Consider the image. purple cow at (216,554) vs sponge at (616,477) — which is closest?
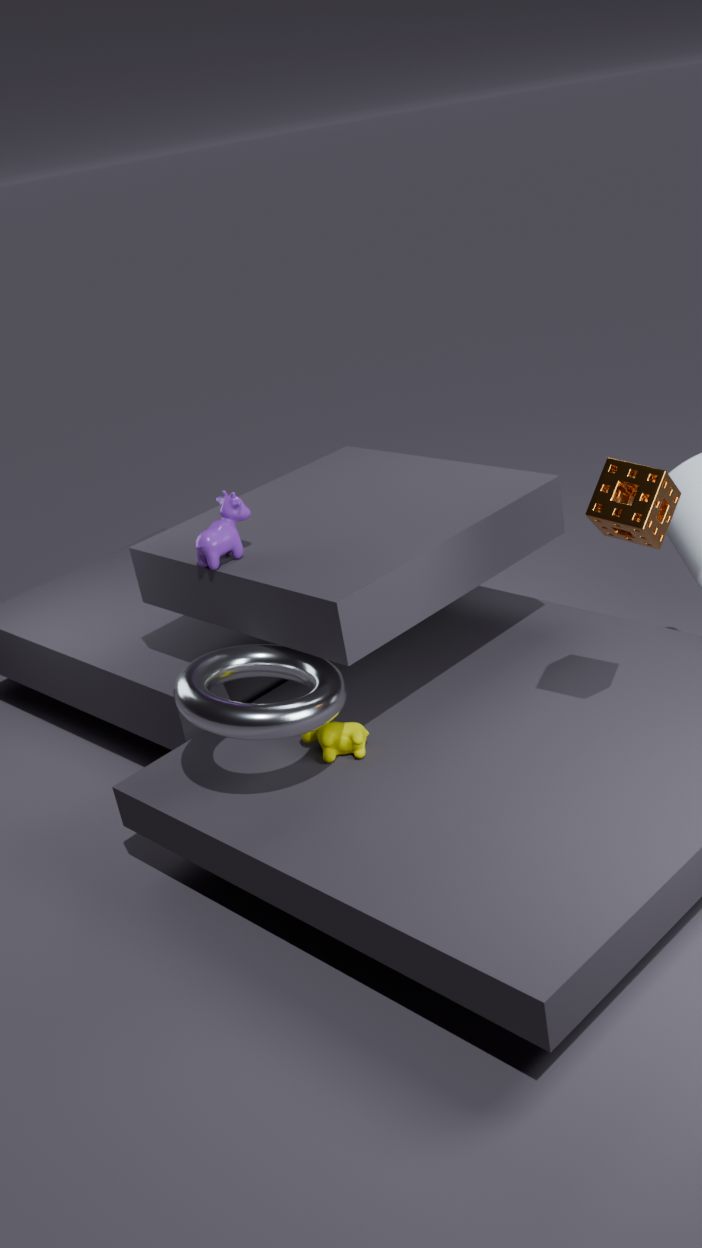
sponge at (616,477)
